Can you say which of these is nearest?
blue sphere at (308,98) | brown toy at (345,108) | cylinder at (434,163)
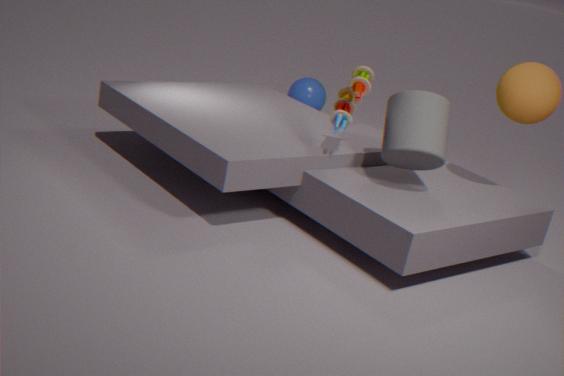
cylinder at (434,163)
